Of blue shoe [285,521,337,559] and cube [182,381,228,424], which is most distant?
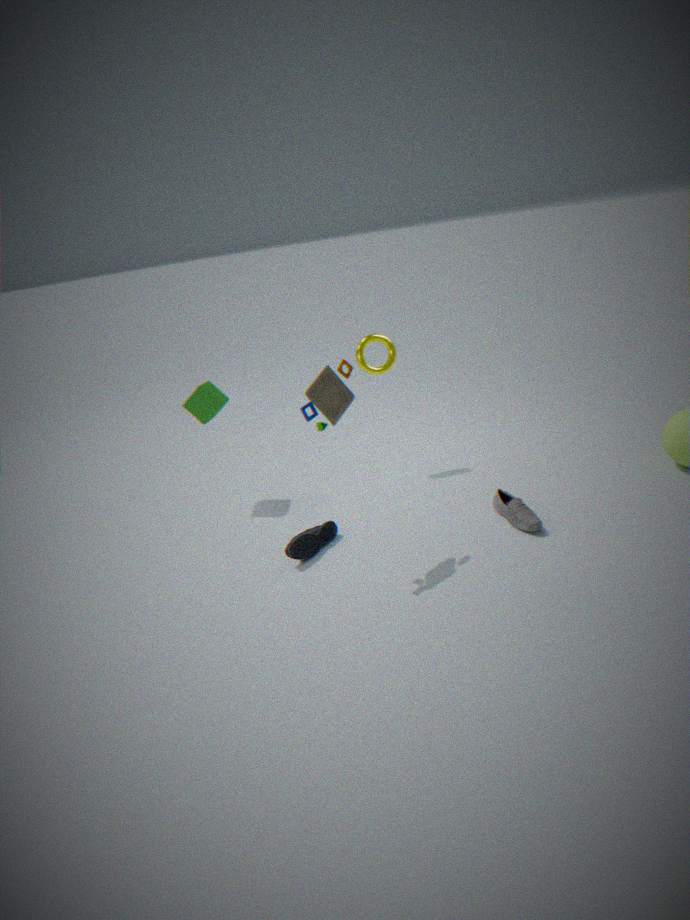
cube [182,381,228,424]
